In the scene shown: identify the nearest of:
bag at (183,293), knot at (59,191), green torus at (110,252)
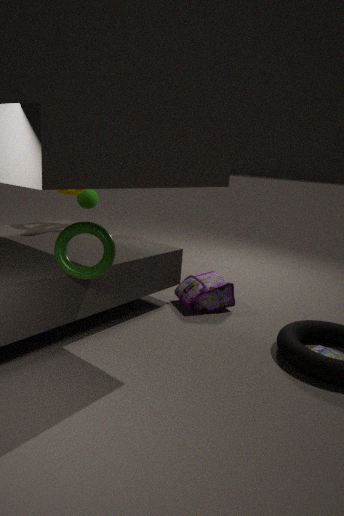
green torus at (110,252)
